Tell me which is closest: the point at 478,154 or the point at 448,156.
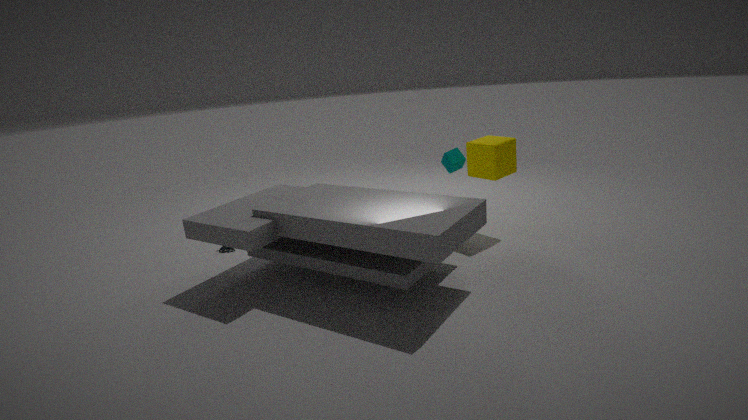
the point at 478,154
